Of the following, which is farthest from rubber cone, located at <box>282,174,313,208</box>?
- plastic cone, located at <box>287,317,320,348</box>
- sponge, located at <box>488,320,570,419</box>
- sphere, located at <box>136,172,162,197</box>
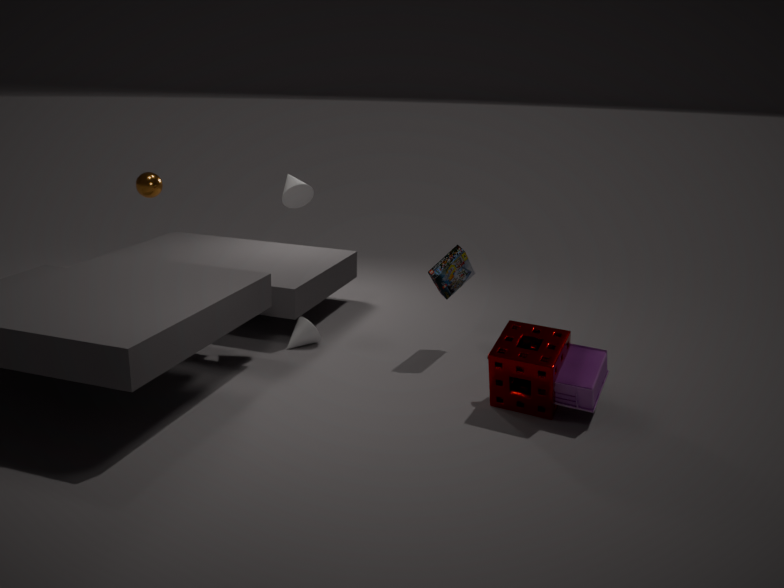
sponge, located at <box>488,320,570,419</box>
